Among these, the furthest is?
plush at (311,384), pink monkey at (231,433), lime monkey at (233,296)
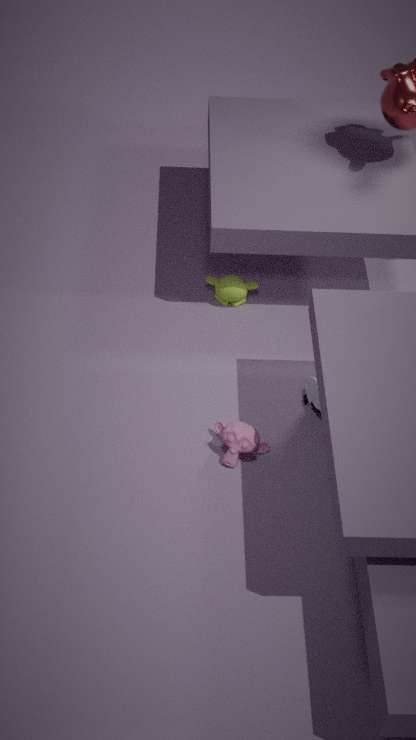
lime monkey at (233,296)
